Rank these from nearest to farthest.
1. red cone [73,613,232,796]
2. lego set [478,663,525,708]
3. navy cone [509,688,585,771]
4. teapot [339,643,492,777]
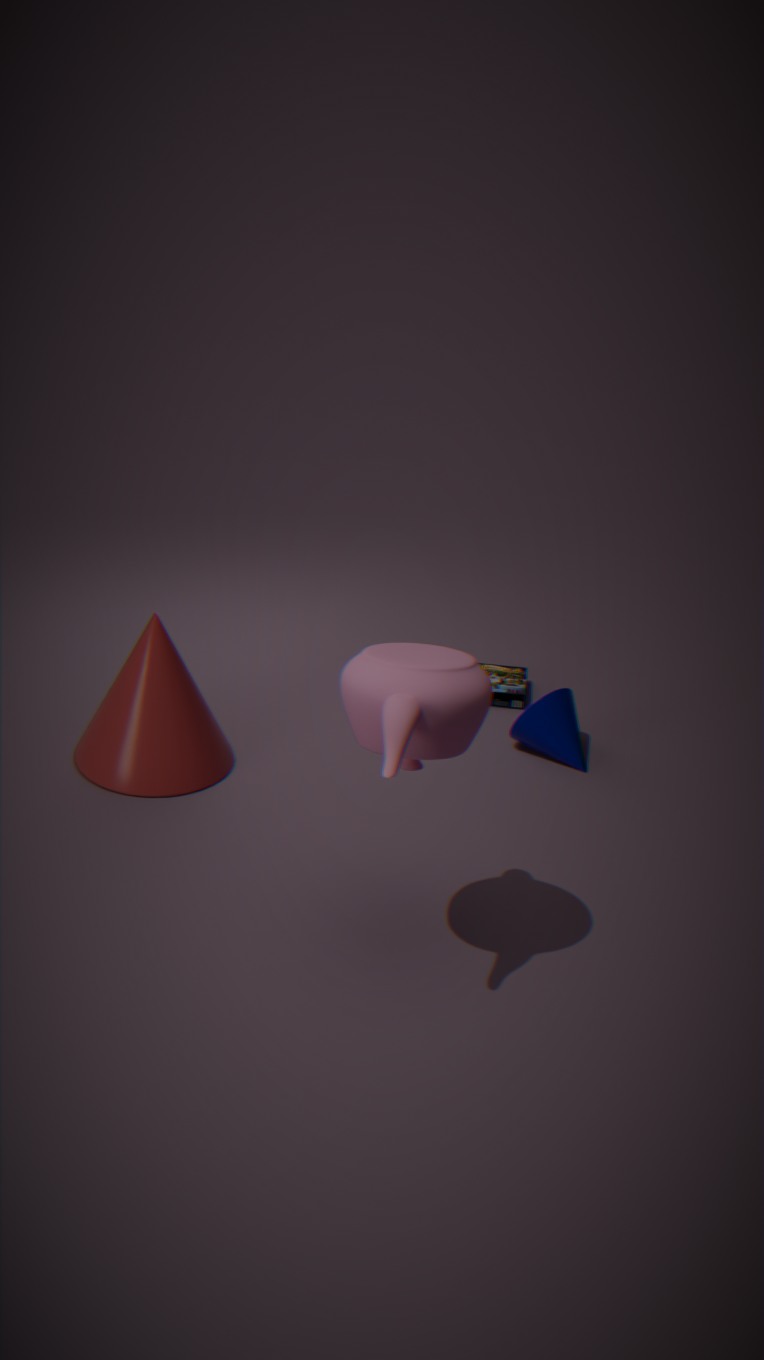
teapot [339,643,492,777] → red cone [73,613,232,796] → navy cone [509,688,585,771] → lego set [478,663,525,708]
